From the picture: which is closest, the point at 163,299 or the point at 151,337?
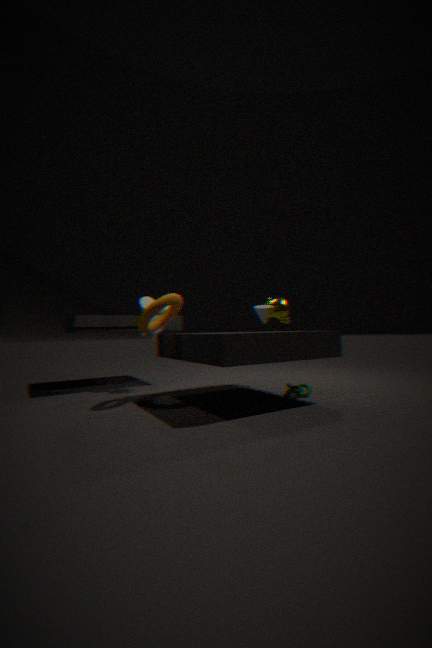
the point at 163,299
